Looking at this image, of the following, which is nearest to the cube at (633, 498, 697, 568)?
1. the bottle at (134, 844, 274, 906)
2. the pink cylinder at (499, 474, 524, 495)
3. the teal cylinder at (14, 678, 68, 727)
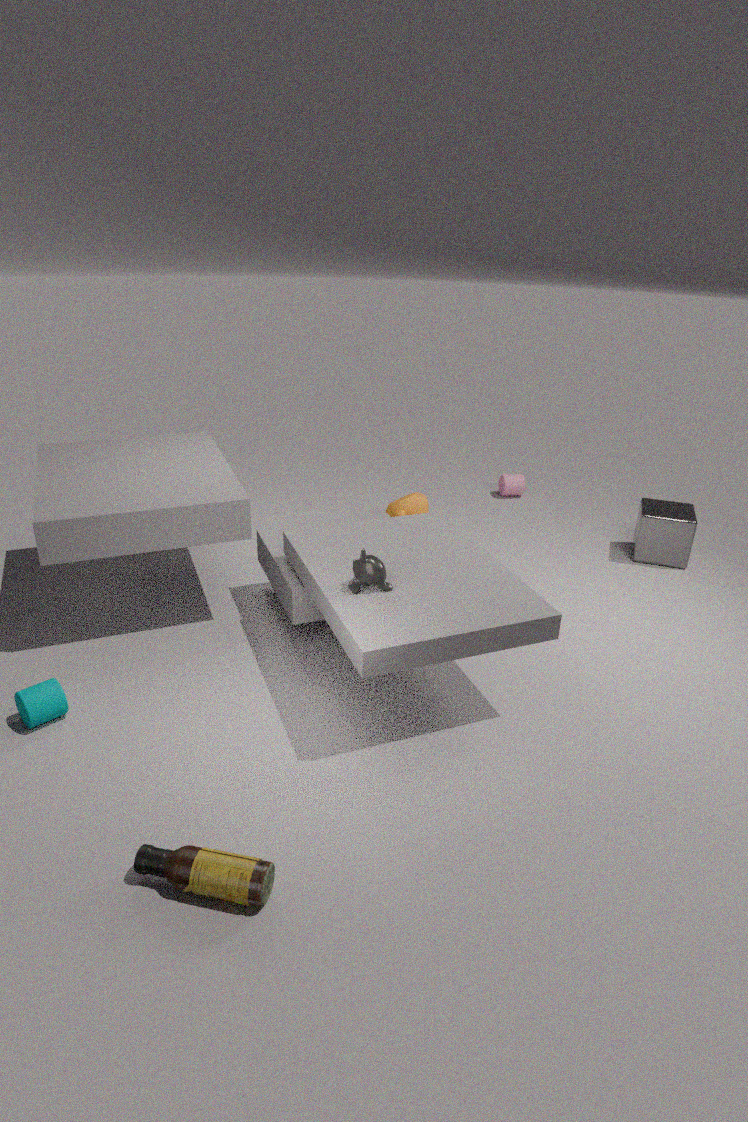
the pink cylinder at (499, 474, 524, 495)
